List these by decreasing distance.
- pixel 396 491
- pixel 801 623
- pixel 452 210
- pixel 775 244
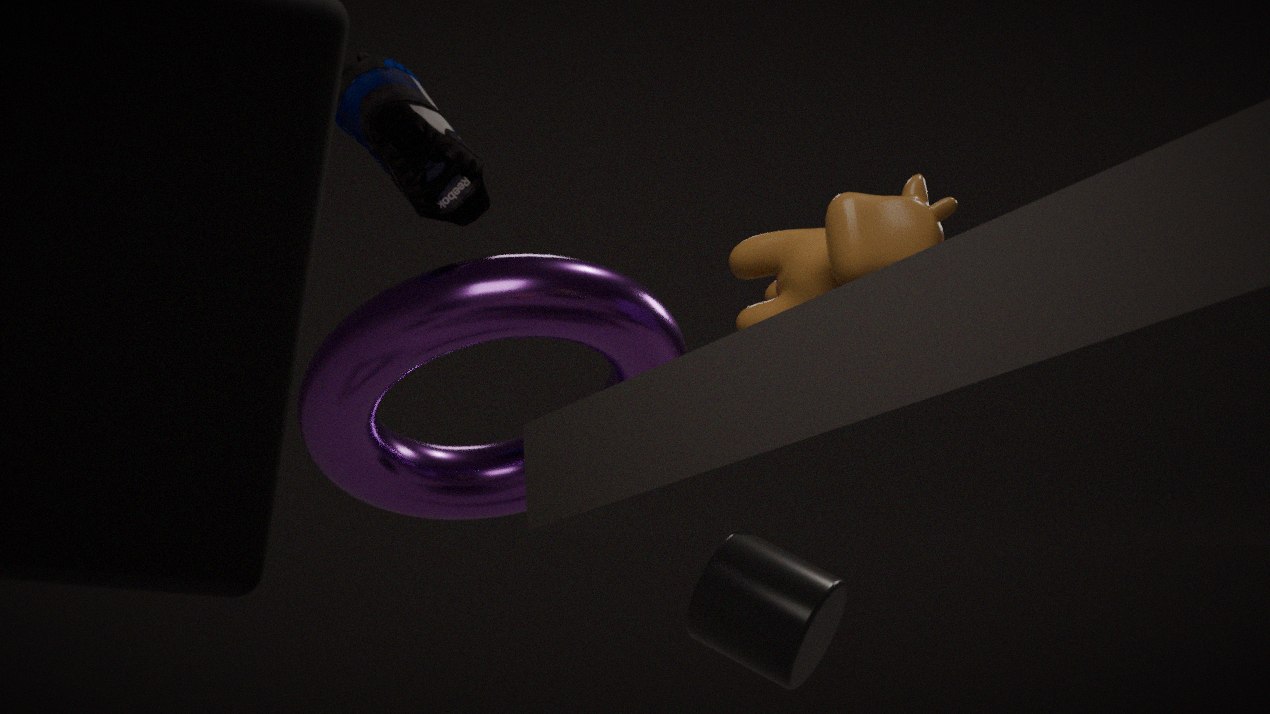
pixel 801 623, pixel 396 491, pixel 452 210, pixel 775 244
